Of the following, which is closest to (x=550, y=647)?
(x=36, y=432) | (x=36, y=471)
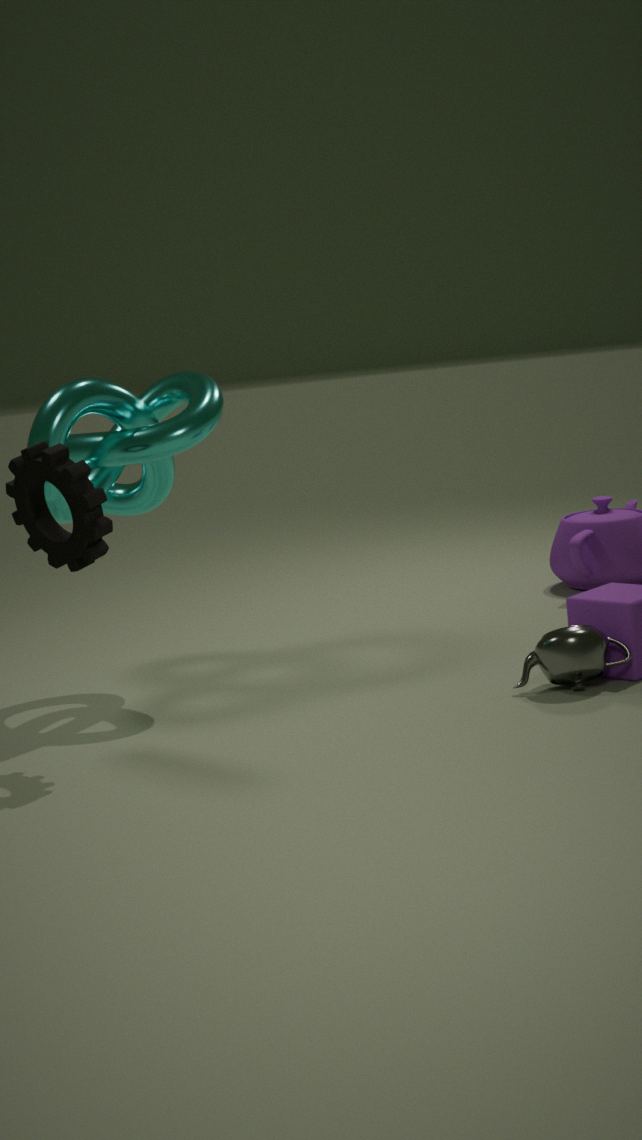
(x=36, y=471)
